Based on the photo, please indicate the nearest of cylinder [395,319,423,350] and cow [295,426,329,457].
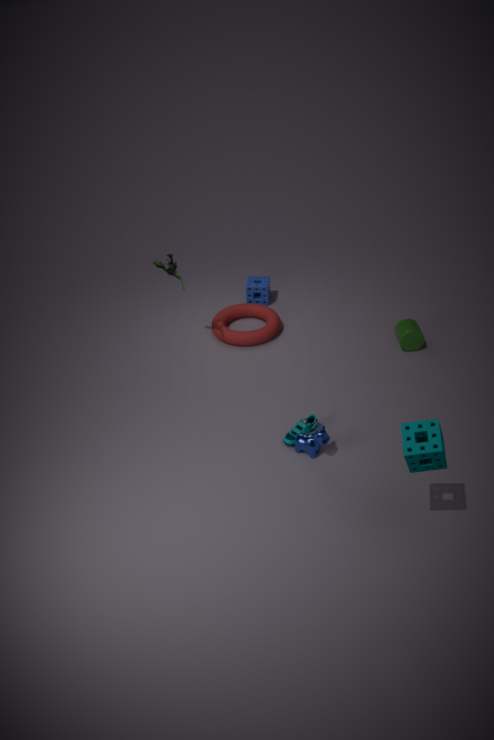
cow [295,426,329,457]
